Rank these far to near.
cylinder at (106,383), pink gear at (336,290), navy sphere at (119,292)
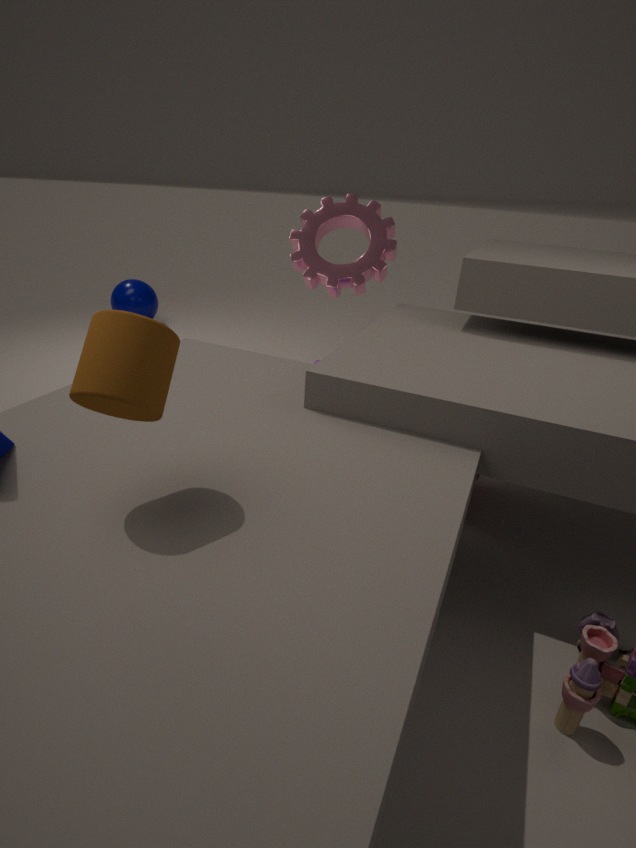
navy sphere at (119,292) < pink gear at (336,290) < cylinder at (106,383)
